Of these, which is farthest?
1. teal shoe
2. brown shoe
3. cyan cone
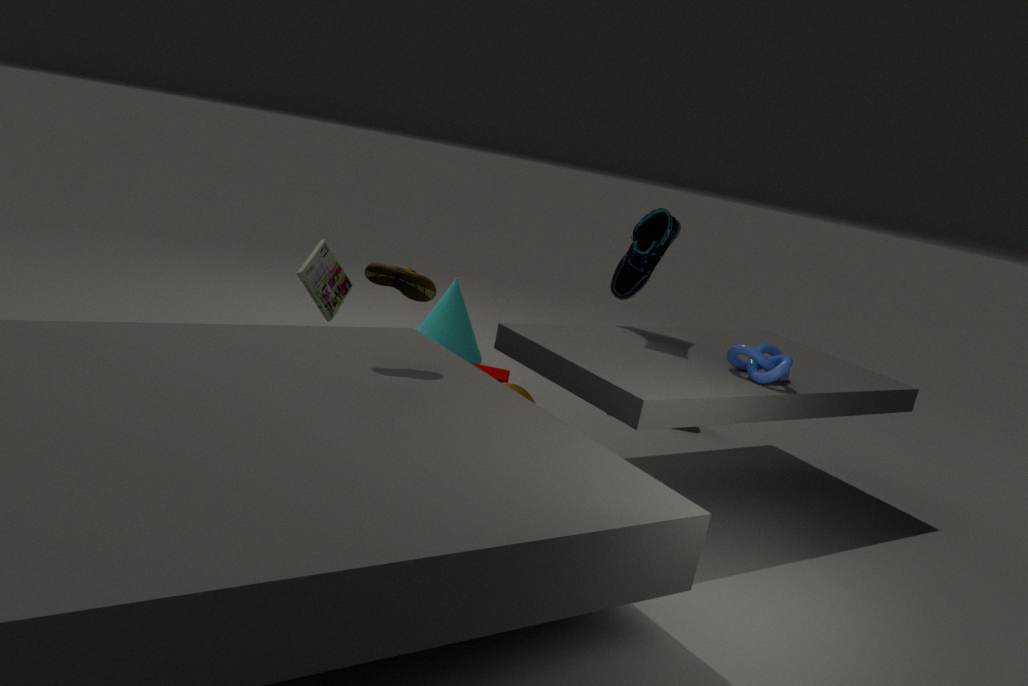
cyan cone
